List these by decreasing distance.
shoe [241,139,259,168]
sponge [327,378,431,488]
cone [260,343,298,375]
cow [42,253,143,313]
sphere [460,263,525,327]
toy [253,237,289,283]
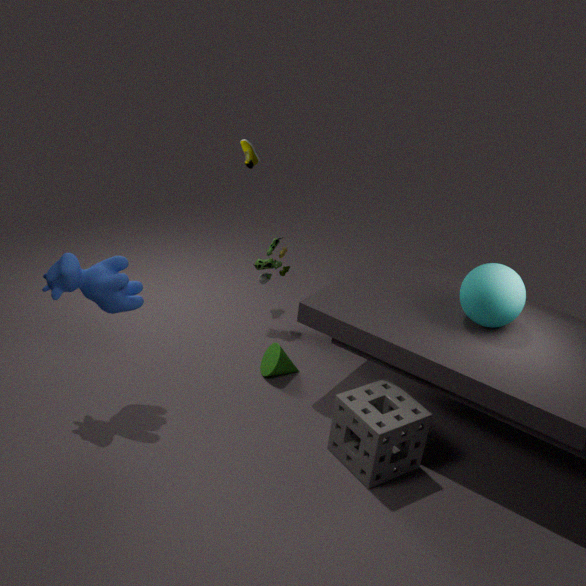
shoe [241,139,259,168] → toy [253,237,289,283] → cone [260,343,298,375] → sphere [460,263,525,327] → cow [42,253,143,313] → sponge [327,378,431,488]
